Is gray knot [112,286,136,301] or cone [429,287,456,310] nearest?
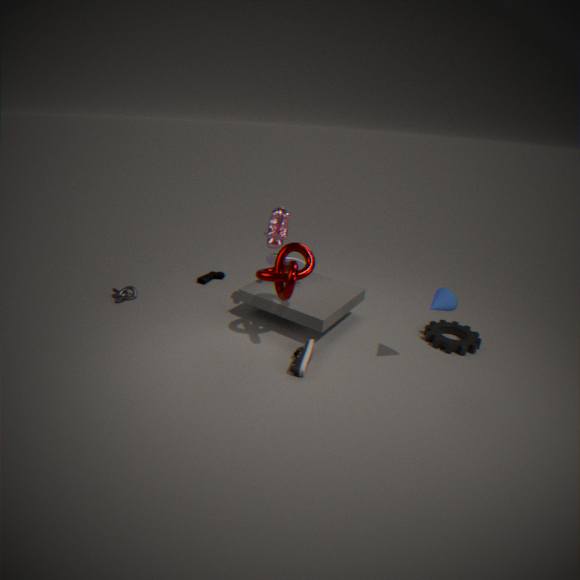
cone [429,287,456,310]
